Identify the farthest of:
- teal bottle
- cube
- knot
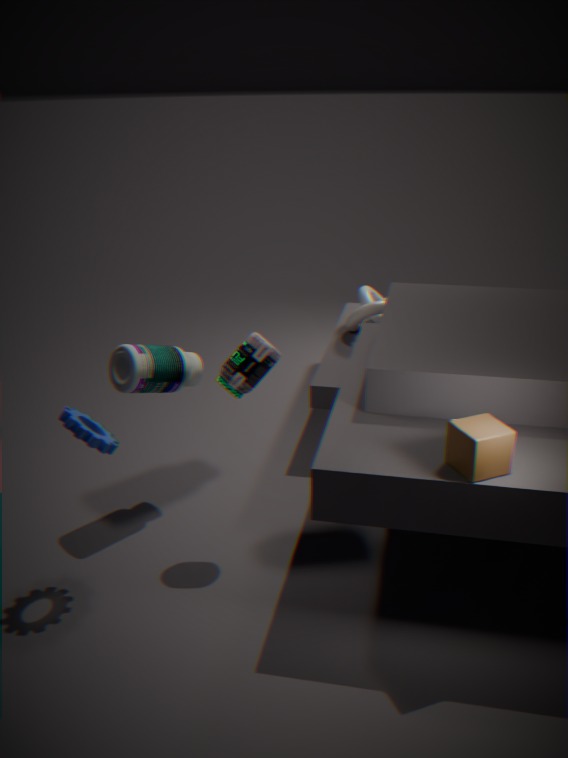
knot
